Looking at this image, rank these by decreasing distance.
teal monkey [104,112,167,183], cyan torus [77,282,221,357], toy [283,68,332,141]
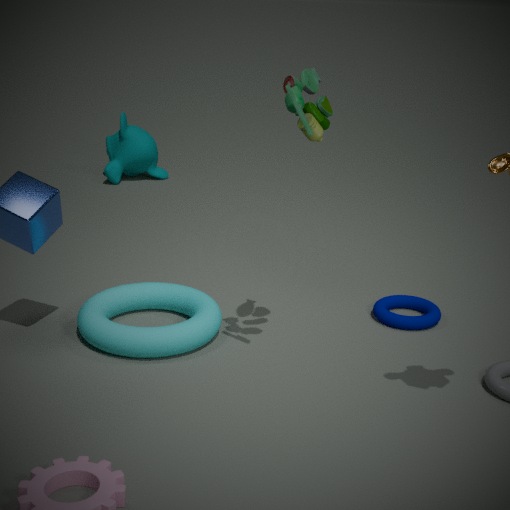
1. teal monkey [104,112,167,183]
2. cyan torus [77,282,221,357]
3. toy [283,68,332,141]
